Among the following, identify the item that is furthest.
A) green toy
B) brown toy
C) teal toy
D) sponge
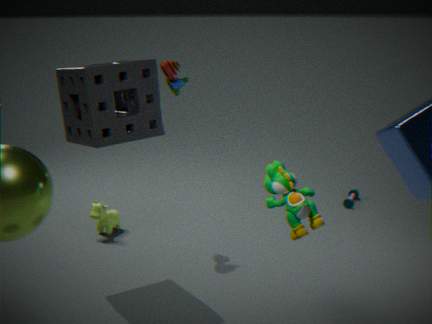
teal toy
